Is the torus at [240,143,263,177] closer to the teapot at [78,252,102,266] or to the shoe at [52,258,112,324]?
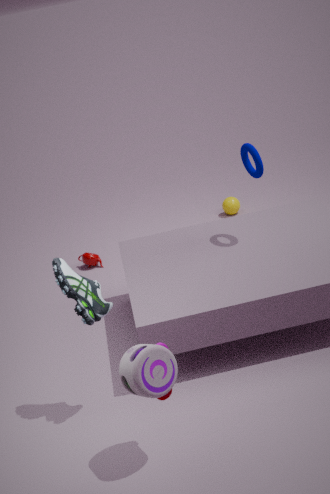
the shoe at [52,258,112,324]
